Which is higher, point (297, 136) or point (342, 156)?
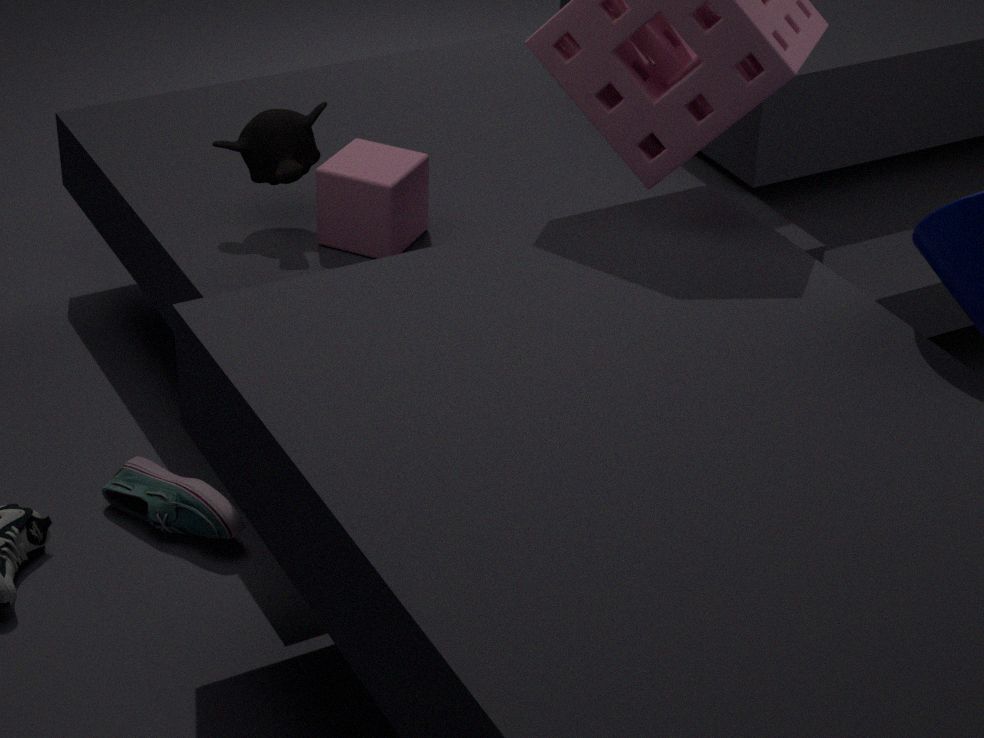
point (297, 136)
